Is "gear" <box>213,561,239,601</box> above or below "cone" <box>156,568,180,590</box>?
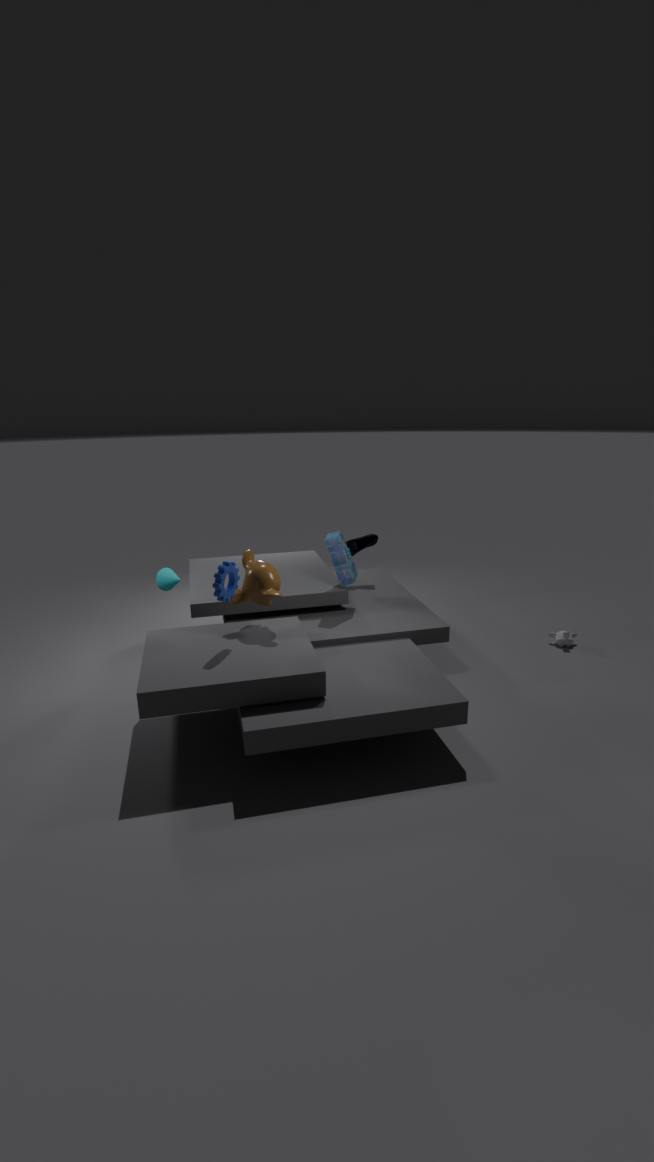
above
